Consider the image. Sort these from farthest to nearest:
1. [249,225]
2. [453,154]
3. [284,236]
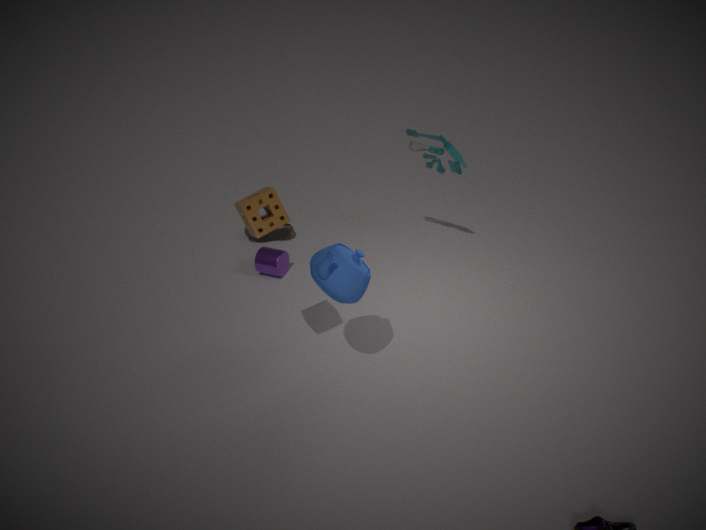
[284,236]
[453,154]
[249,225]
